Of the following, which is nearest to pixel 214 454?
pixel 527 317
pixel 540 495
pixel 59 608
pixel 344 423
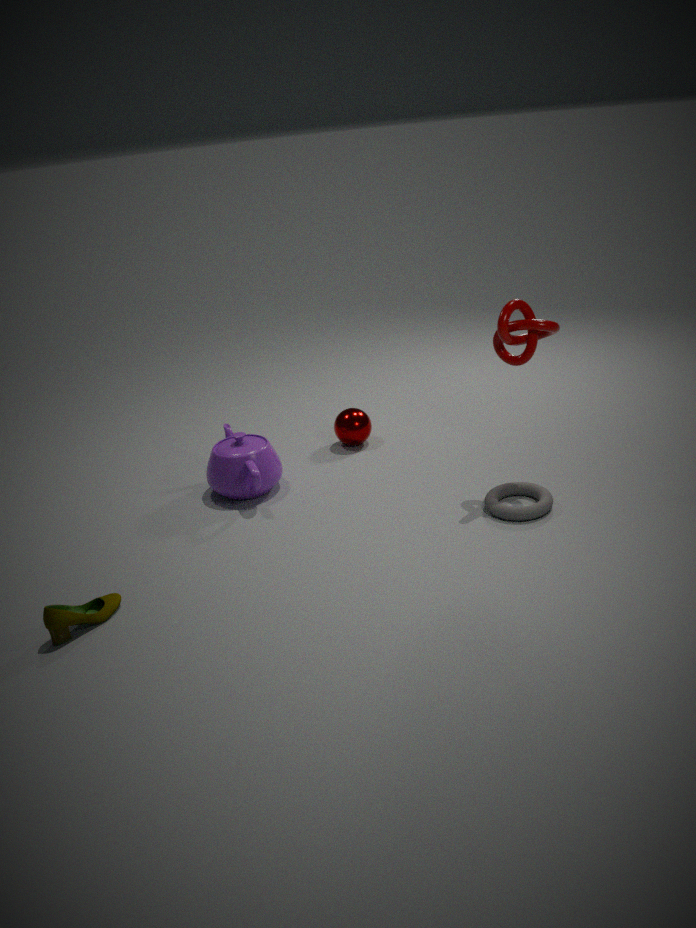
pixel 344 423
